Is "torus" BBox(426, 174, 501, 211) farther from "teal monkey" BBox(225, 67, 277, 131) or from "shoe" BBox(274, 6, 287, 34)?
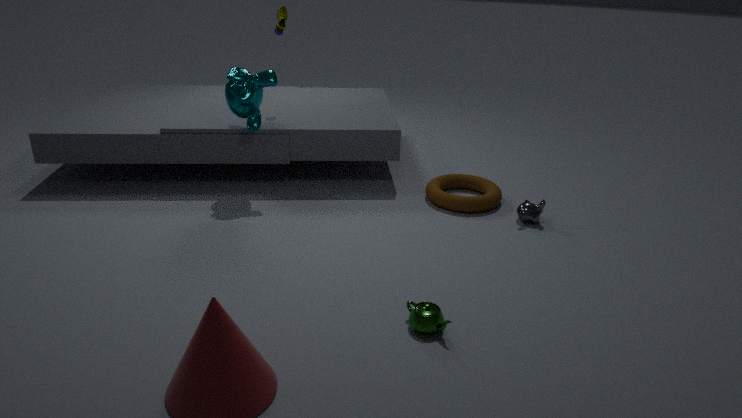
"shoe" BBox(274, 6, 287, 34)
